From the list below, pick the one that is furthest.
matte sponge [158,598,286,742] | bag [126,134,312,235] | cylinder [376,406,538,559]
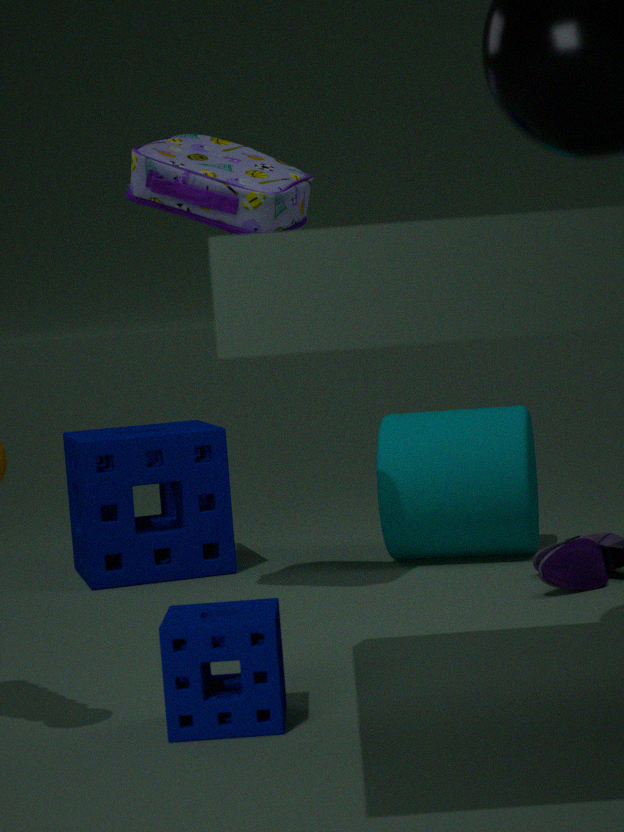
cylinder [376,406,538,559]
